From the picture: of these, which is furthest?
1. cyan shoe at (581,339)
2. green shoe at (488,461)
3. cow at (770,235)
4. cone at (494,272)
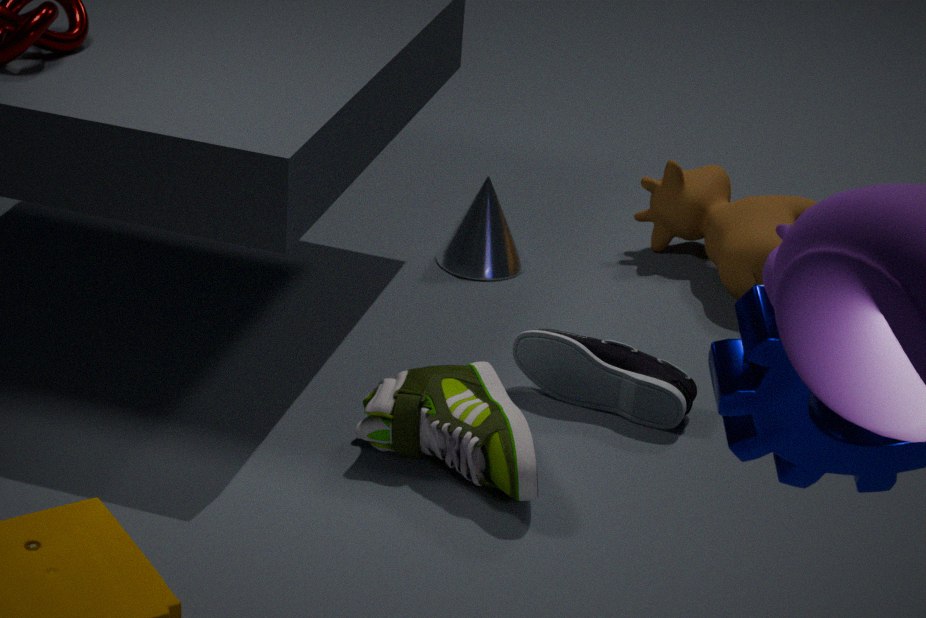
cone at (494,272)
